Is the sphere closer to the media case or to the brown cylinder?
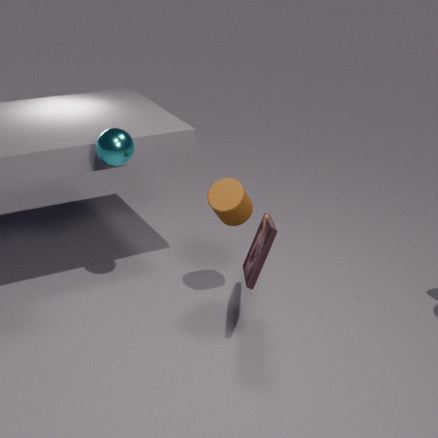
the brown cylinder
